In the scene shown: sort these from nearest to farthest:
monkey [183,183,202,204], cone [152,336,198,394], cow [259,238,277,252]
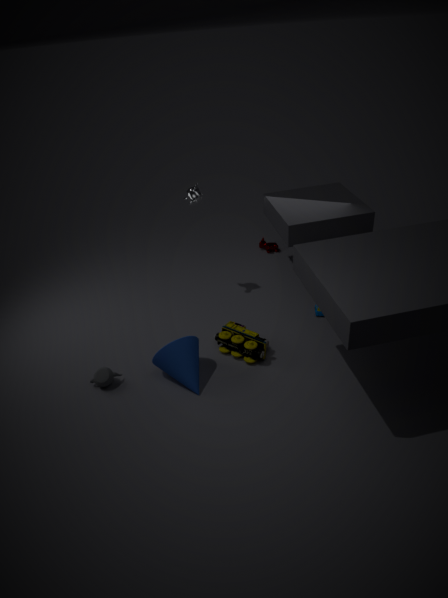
cone [152,336,198,394]
monkey [183,183,202,204]
cow [259,238,277,252]
